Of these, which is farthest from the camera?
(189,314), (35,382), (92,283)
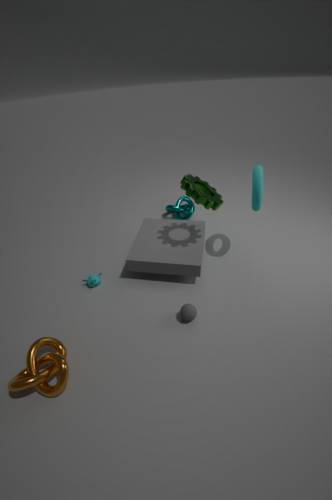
(92,283)
